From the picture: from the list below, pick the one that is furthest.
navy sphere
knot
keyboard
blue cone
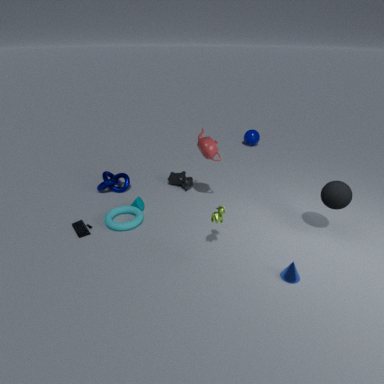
navy sphere
